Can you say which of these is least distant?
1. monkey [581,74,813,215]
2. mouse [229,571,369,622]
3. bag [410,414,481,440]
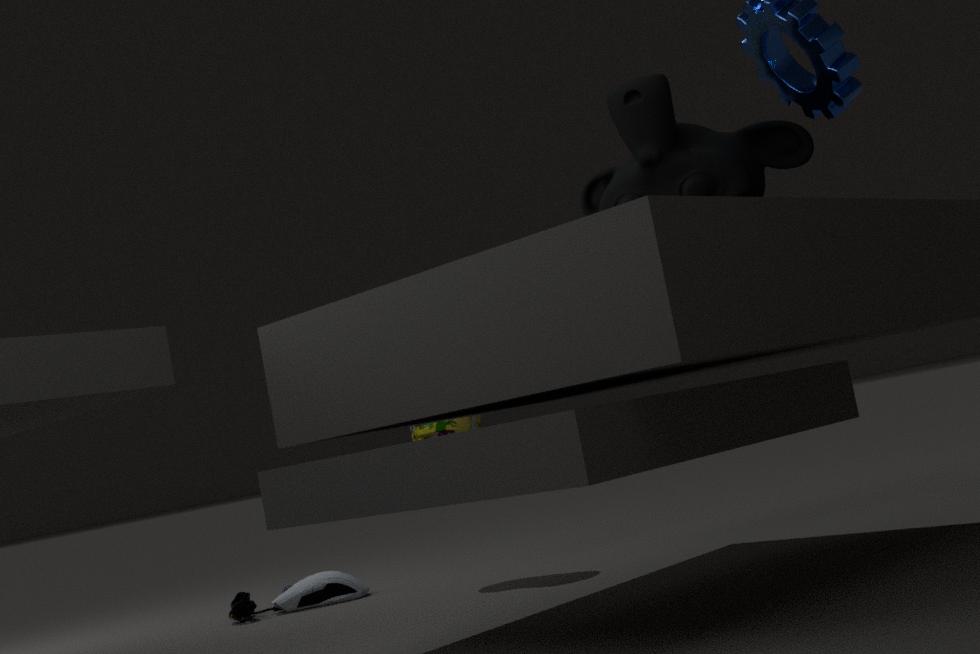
monkey [581,74,813,215]
